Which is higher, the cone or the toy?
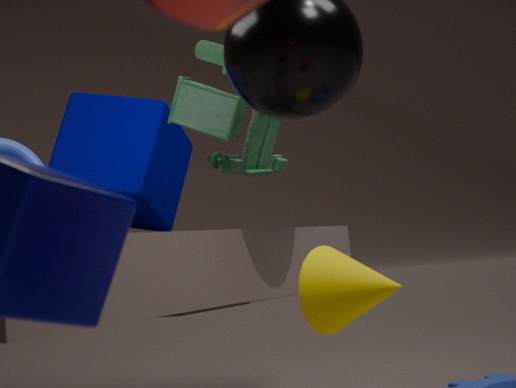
the toy
